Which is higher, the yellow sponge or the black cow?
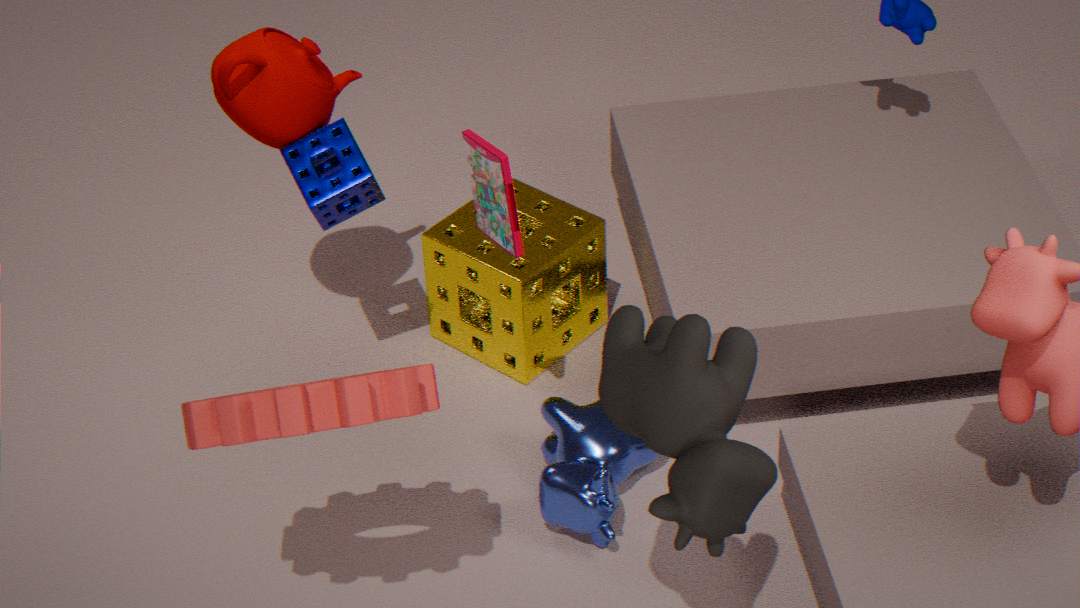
the black cow
